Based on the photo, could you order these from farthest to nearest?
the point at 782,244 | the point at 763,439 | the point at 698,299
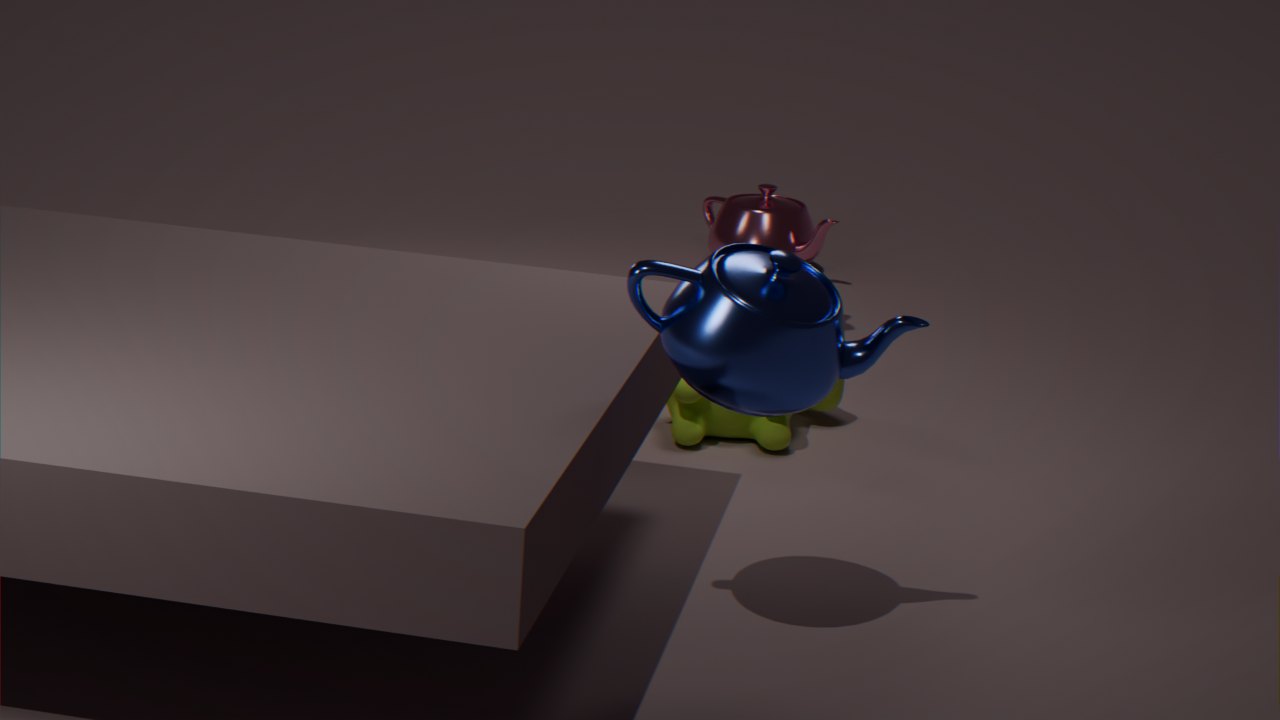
1. the point at 782,244
2. the point at 763,439
3. the point at 698,299
